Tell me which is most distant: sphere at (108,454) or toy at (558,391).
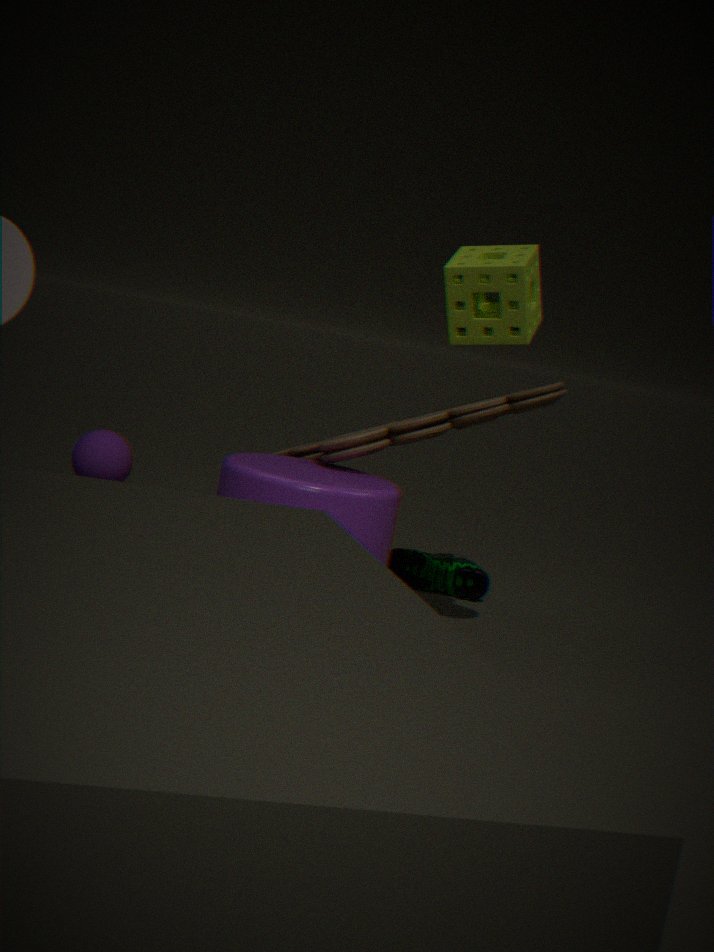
sphere at (108,454)
